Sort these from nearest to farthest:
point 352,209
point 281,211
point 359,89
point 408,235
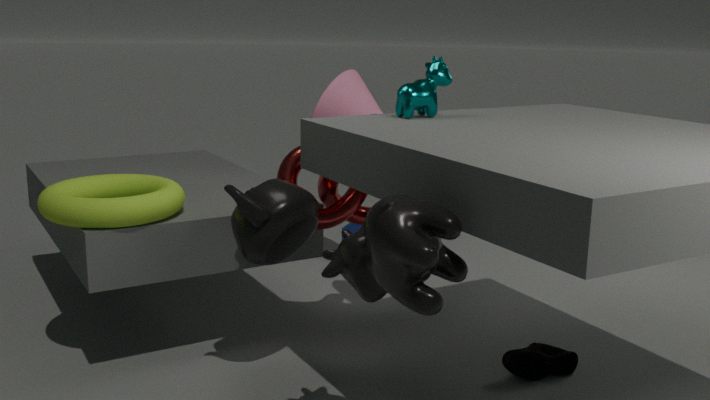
point 408,235, point 281,211, point 352,209, point 359,89
